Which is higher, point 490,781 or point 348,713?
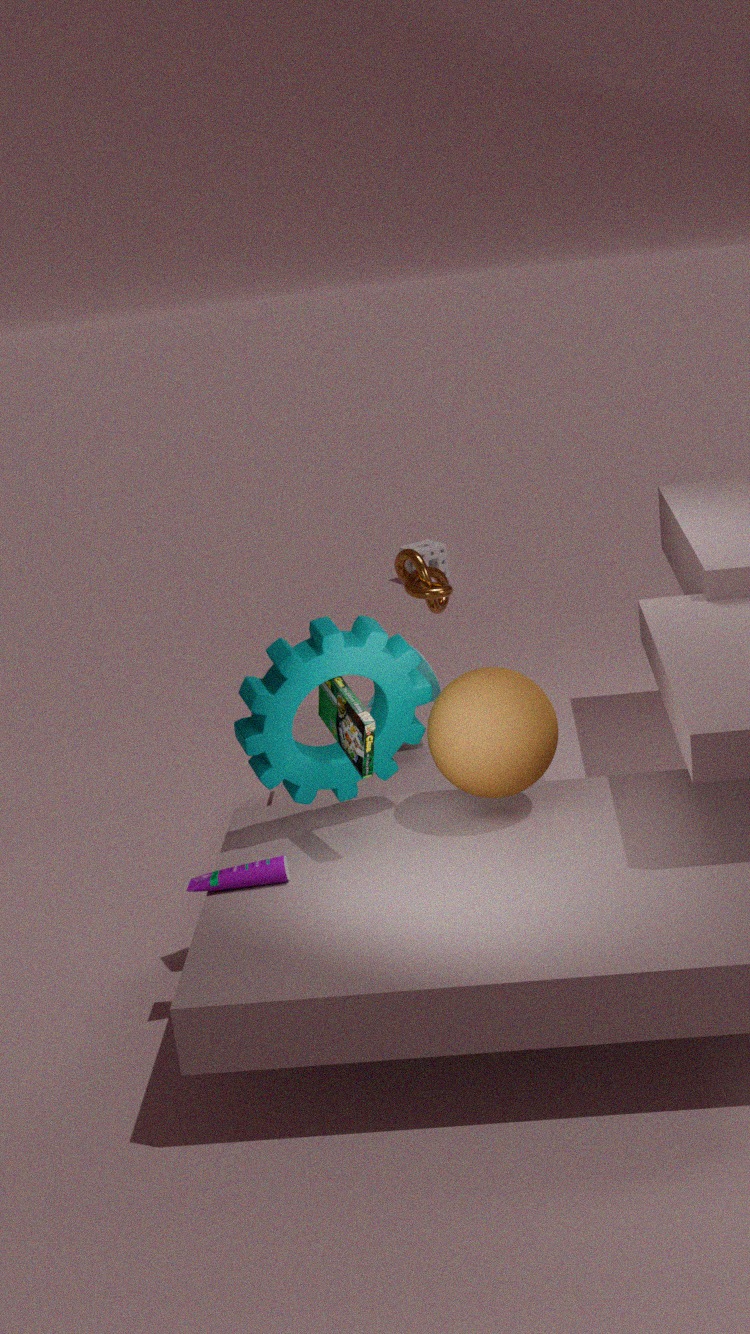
point 348,713
